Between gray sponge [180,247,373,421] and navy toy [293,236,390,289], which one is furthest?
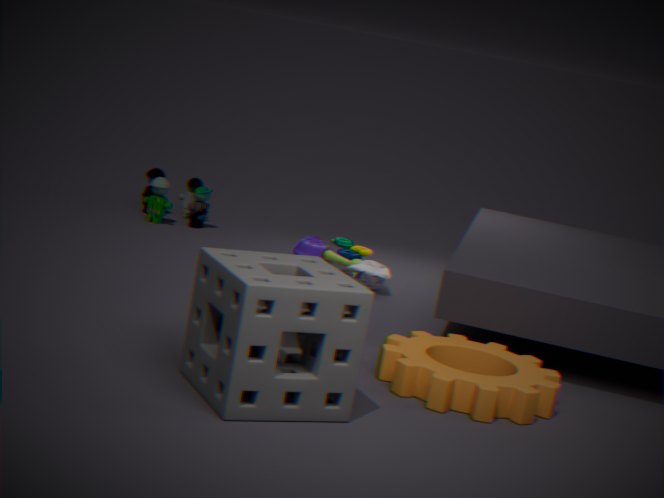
navy toy [293,236,390,289]
